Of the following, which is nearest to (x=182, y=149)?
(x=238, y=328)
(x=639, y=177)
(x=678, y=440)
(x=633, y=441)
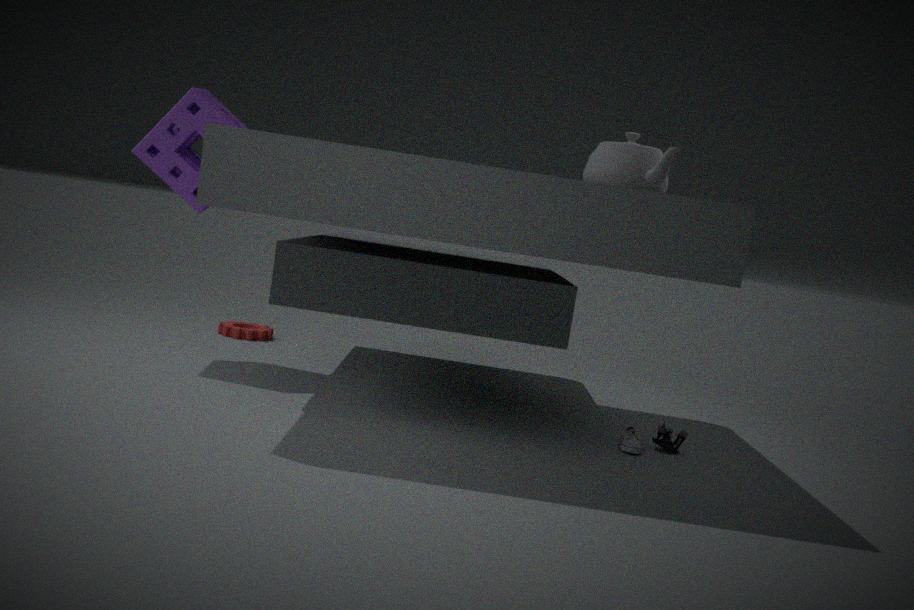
(x=238, y=328)
